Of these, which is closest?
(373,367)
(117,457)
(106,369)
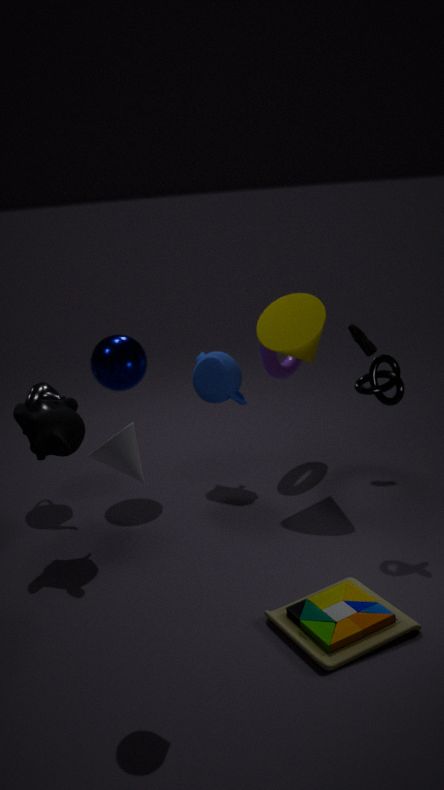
(117,457)
